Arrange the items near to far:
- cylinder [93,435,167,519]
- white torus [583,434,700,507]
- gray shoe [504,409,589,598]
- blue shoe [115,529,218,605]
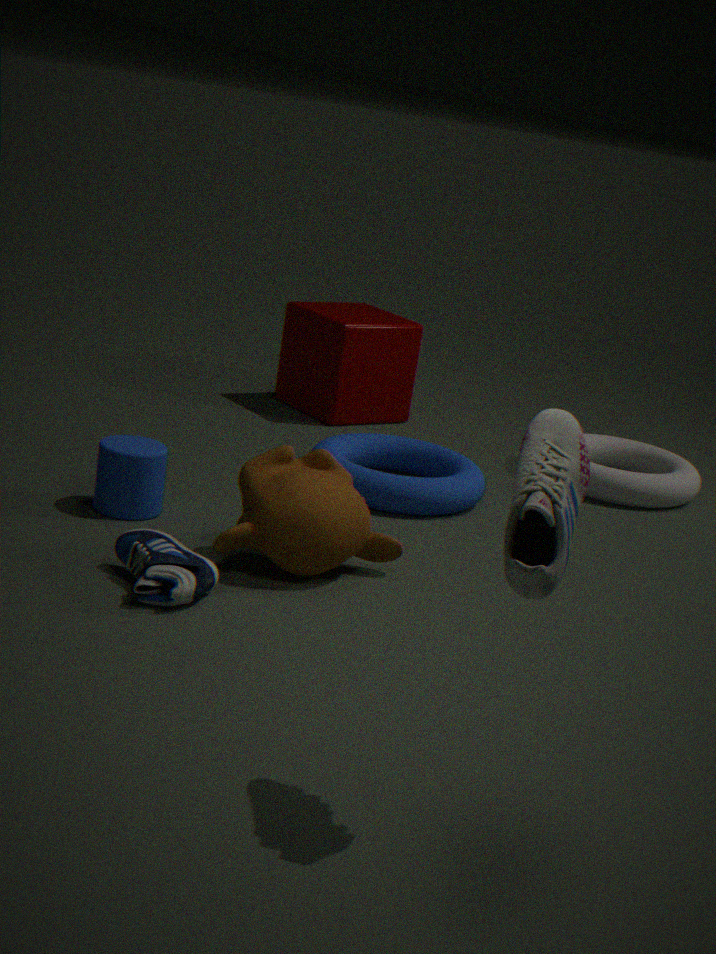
gray shoe [504,409,589,598] < blue shoe [115,529,218,605] < cylinder [93,435,167,519] < white torus [583,434,700,507]
